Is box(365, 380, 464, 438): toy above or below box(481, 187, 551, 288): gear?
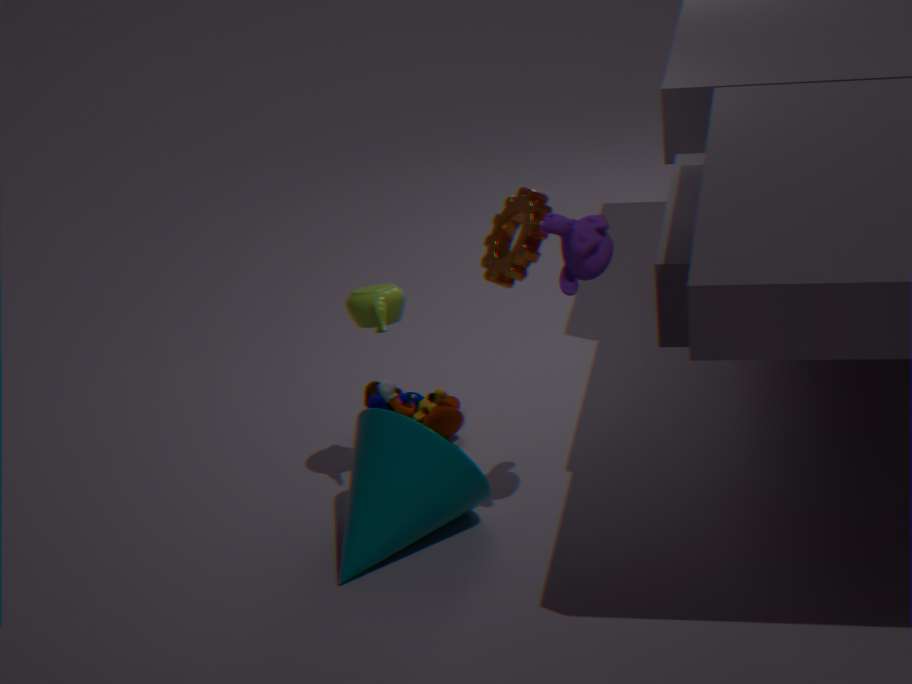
below
